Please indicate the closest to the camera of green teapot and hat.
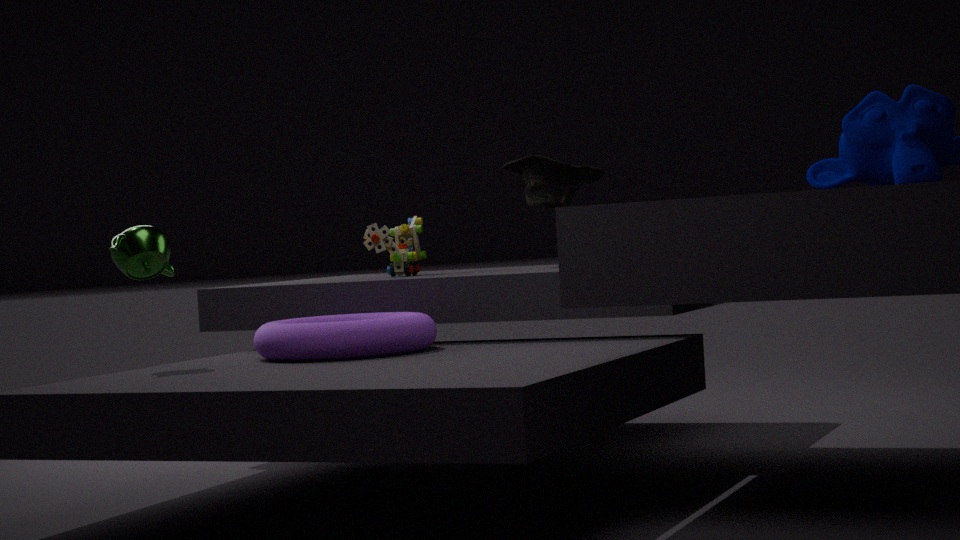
green teapot
